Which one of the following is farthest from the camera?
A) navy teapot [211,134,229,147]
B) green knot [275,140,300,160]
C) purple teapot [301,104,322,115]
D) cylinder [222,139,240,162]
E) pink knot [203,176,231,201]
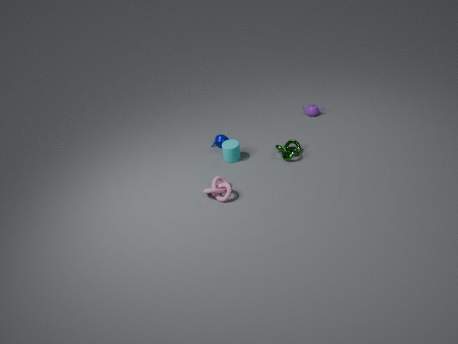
purple teapot [301,104,322,115]
